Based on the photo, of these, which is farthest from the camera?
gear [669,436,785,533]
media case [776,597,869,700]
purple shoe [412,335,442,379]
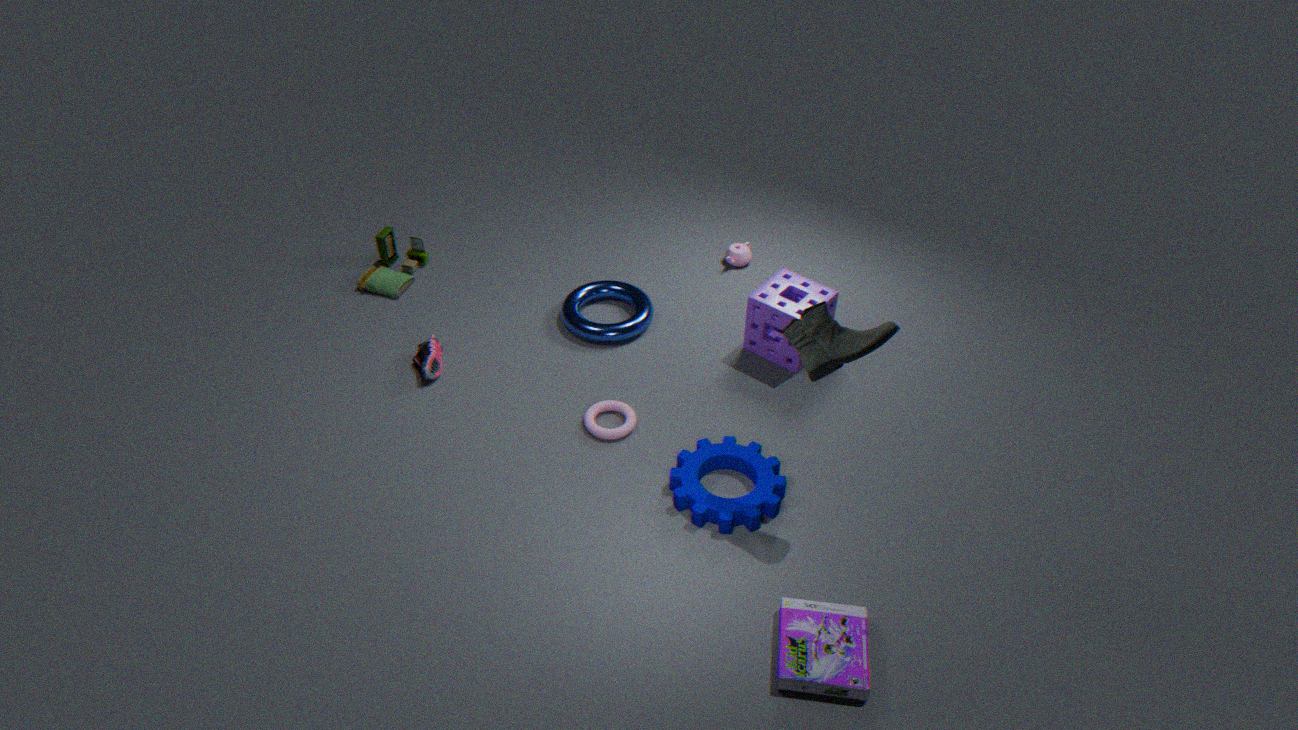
purple shoe [412,335,442,379]
